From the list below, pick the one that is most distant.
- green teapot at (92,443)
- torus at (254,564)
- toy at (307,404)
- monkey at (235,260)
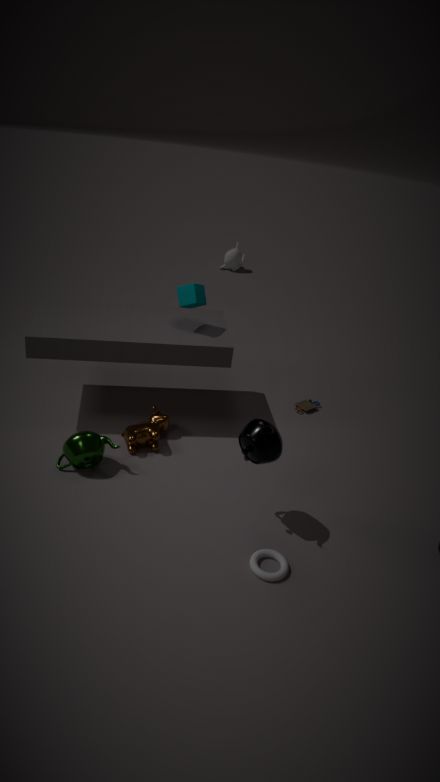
monkey at (235,260)
